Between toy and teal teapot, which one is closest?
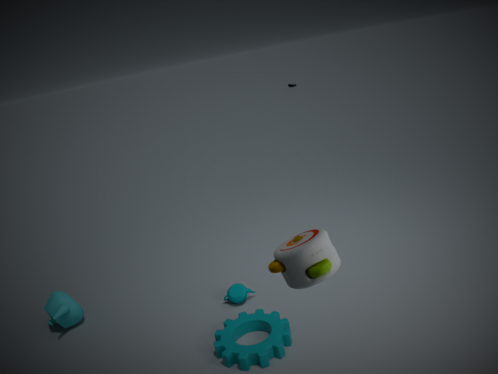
toy
